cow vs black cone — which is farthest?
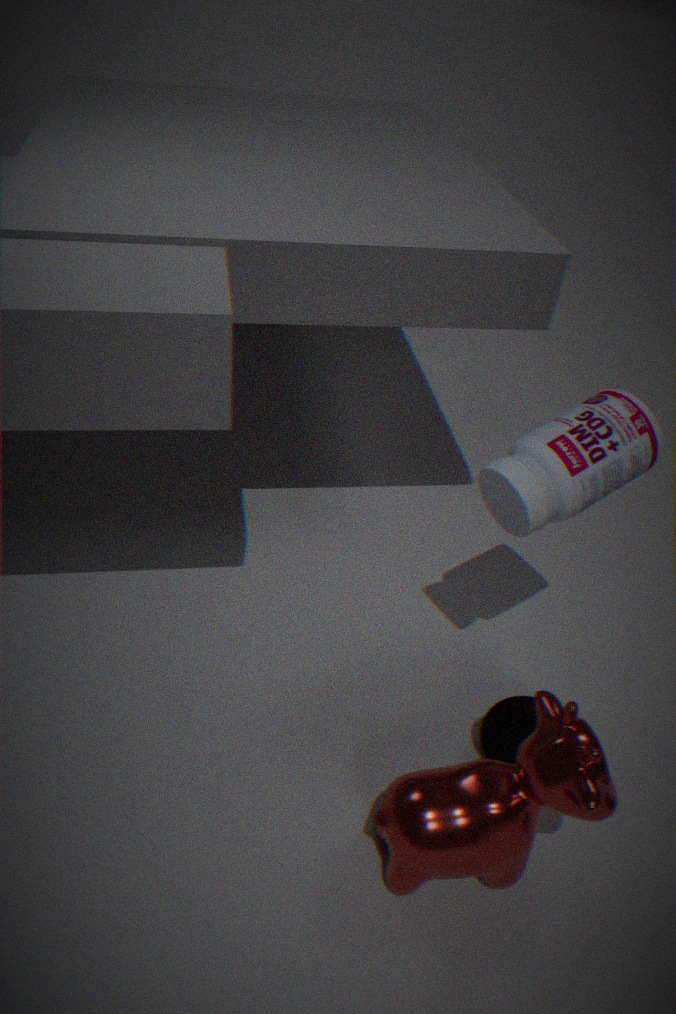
black cone
